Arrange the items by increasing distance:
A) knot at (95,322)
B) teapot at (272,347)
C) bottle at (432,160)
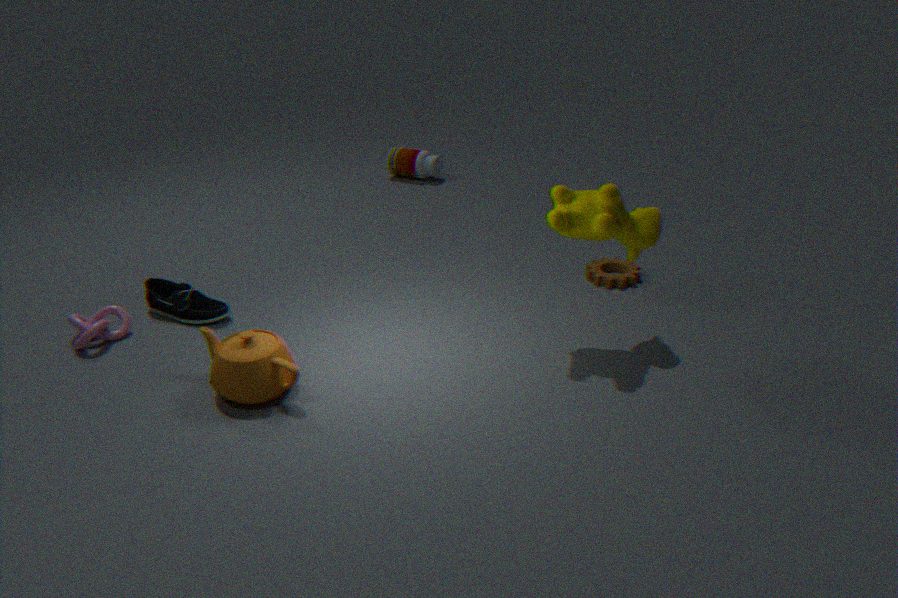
teapot at (272,347) < knot at (95,322) < bottle at (432,160)
